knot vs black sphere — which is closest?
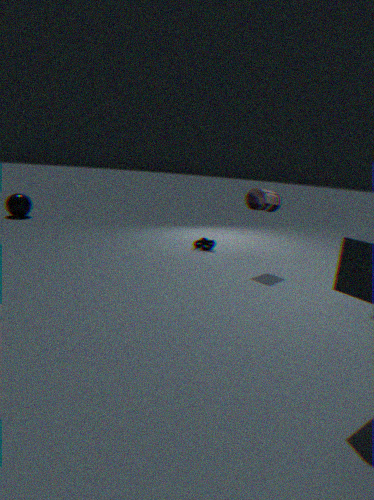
knot
